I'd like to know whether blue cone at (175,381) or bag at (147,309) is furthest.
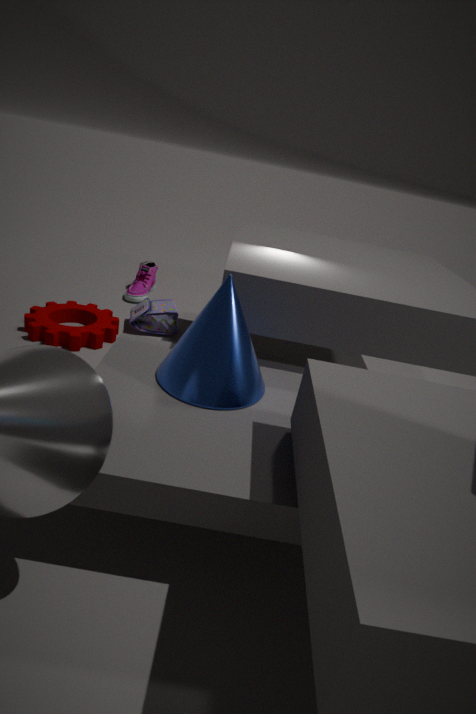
bag at (147,309)
